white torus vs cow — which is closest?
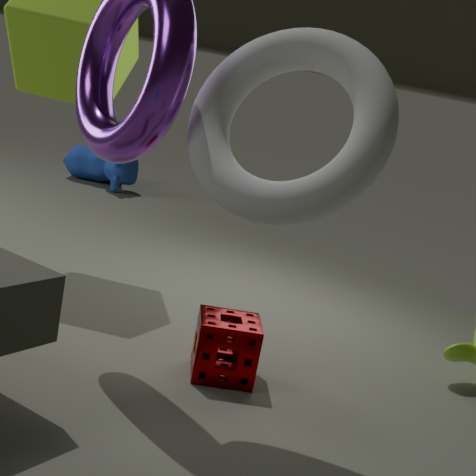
white torus
